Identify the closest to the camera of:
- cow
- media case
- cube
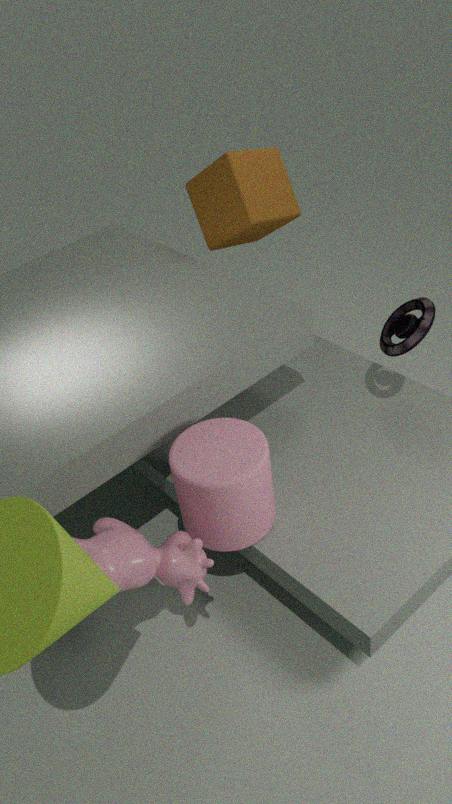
cow
